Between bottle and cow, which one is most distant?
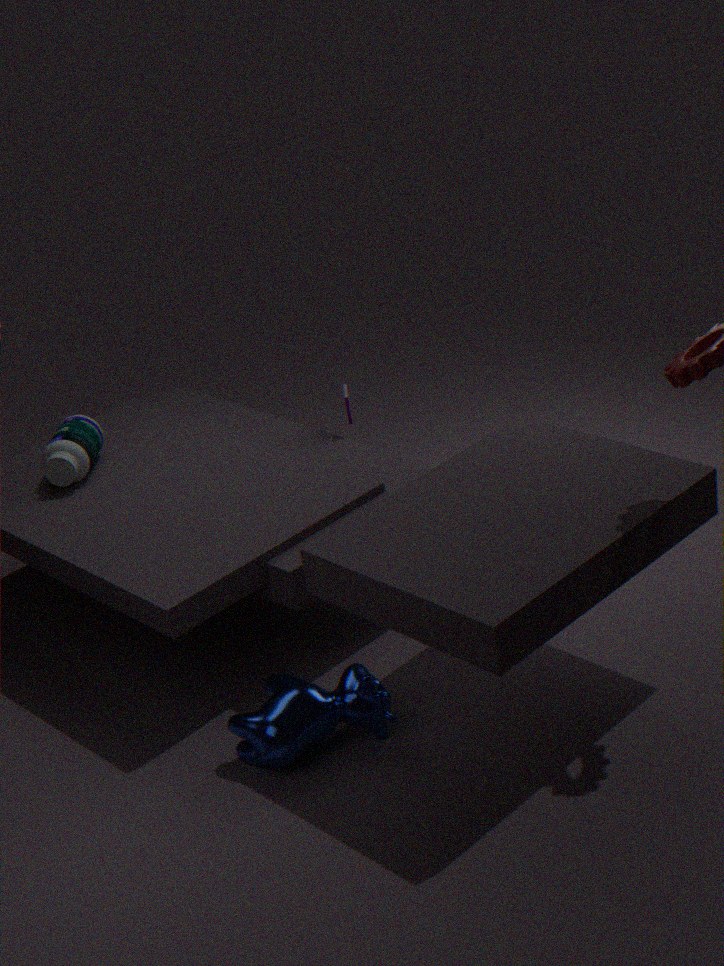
bottle
